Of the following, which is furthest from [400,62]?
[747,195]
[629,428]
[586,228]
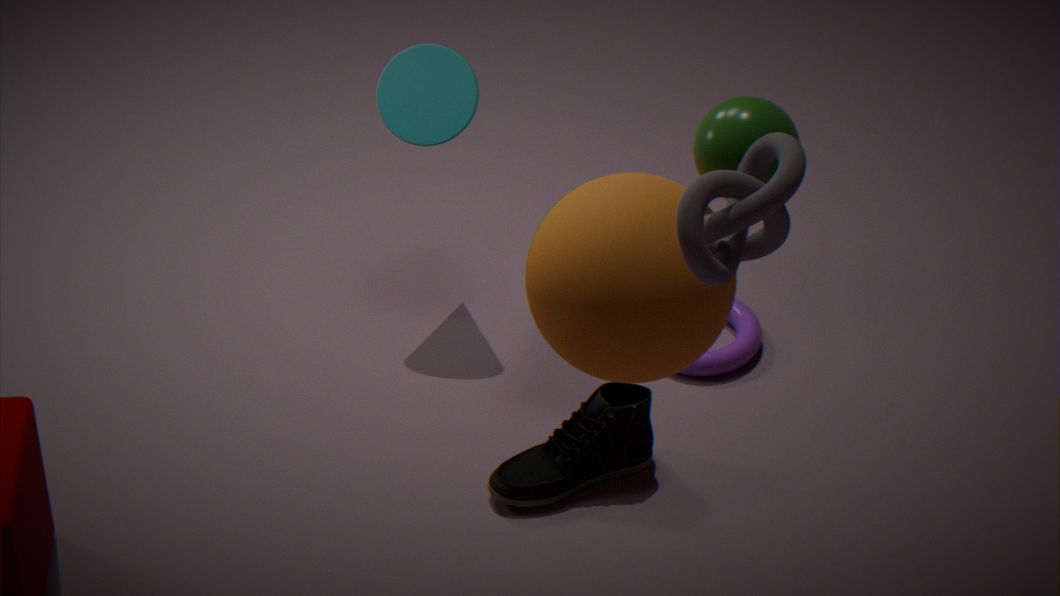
[747,195]
